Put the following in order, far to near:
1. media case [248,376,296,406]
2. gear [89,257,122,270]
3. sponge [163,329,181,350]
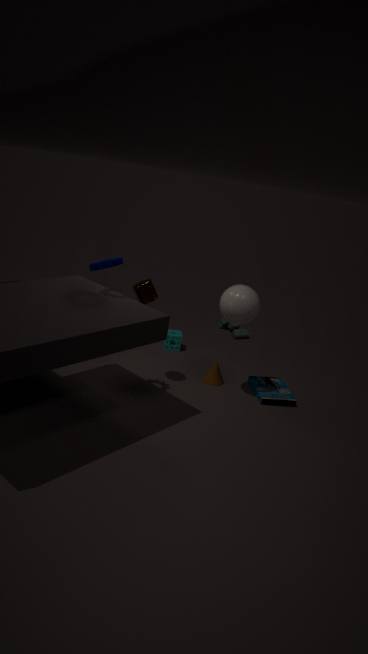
sponge [163,329,181,350] → media case [248,376,296,406] → gear [89,257,122,270]
